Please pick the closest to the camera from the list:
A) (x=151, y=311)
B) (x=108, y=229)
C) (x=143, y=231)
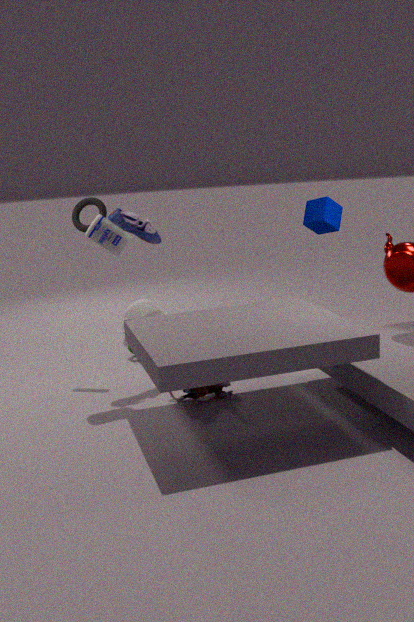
(x=108, y=229)
